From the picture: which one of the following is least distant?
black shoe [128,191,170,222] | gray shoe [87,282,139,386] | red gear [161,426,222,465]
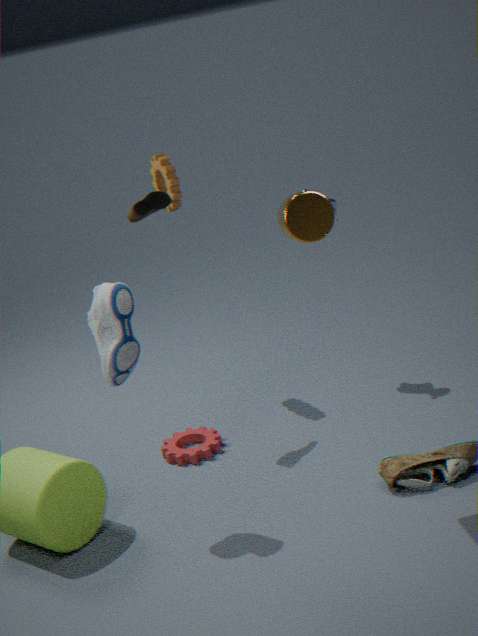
gray shoe [87,282,139,386]
